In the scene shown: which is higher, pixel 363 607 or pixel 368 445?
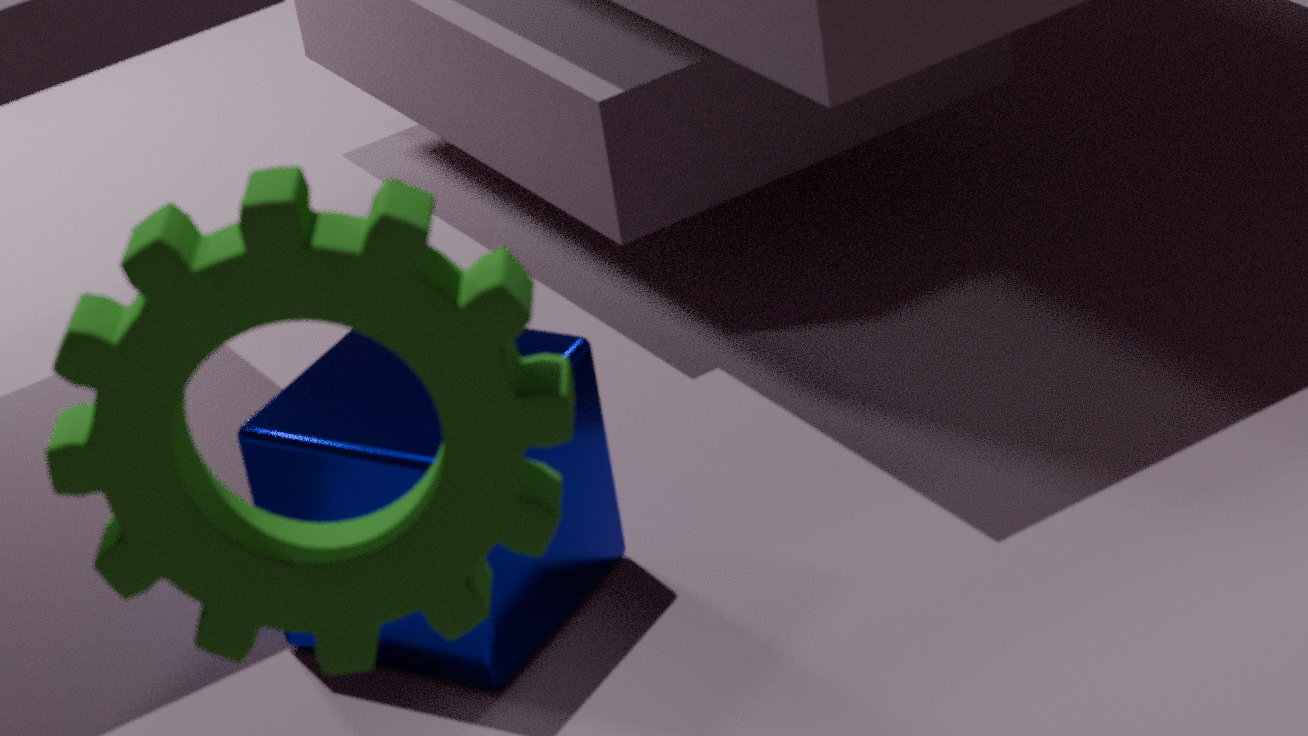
pixel 363 607
